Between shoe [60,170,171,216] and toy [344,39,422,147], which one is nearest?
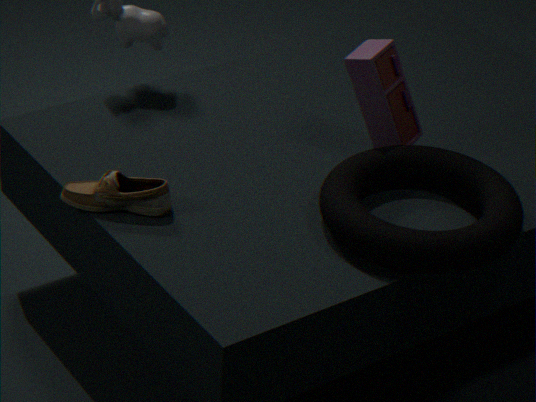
shoe [60,170,171,216]
